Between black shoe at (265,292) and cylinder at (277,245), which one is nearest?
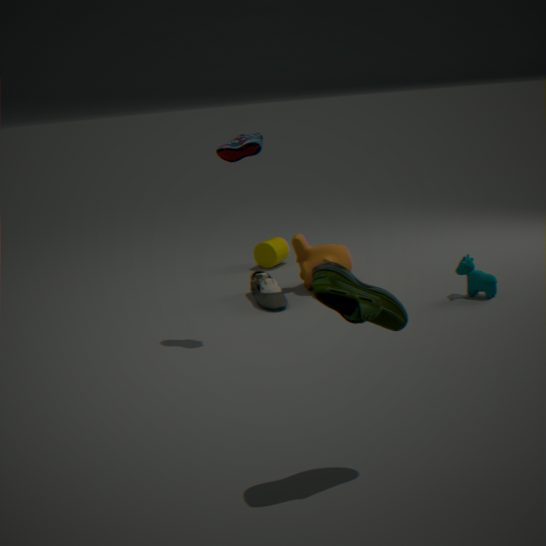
black shoe at (265,292)
